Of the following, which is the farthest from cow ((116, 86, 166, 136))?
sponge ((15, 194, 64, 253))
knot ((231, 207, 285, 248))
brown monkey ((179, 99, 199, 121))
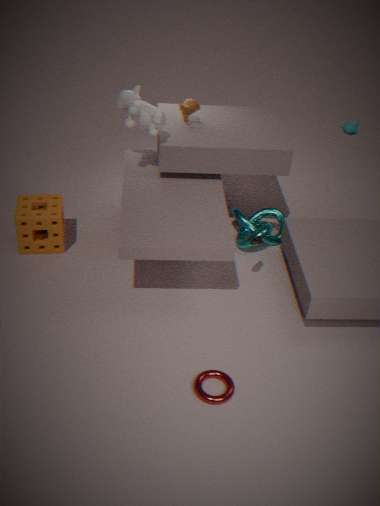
knot ((231, 207, 285, 248))
